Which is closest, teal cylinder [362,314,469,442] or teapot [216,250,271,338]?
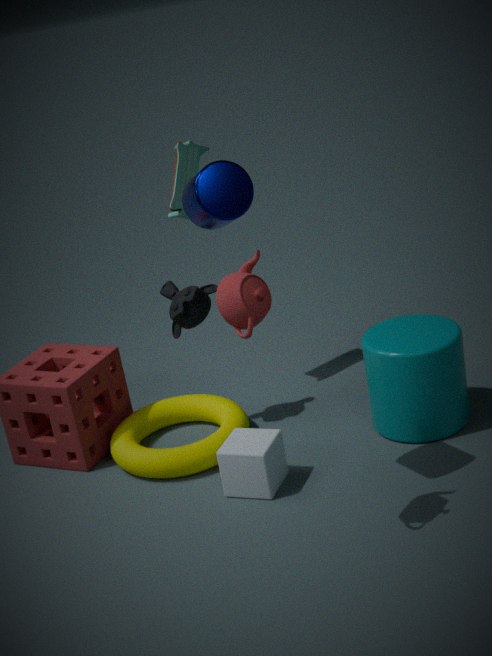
teapot [216,250,271,338]
